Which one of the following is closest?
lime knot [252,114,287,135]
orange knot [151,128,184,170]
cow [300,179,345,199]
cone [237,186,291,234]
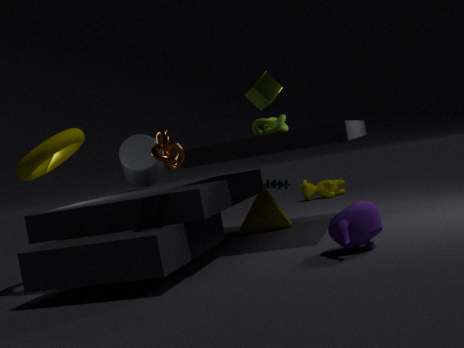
orange knot [151,128,184,170]
